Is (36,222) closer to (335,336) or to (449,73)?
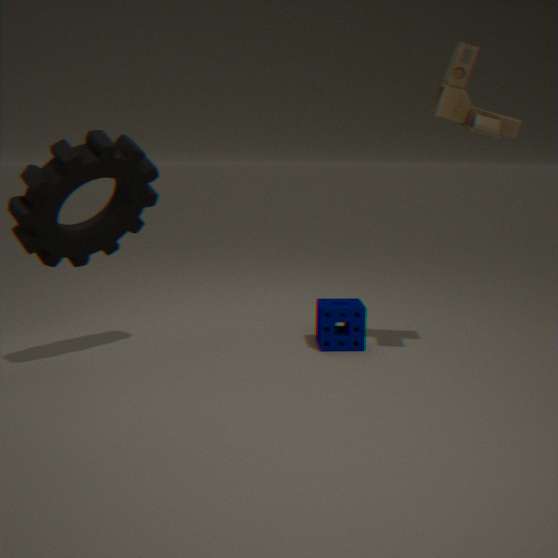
(335,336)
